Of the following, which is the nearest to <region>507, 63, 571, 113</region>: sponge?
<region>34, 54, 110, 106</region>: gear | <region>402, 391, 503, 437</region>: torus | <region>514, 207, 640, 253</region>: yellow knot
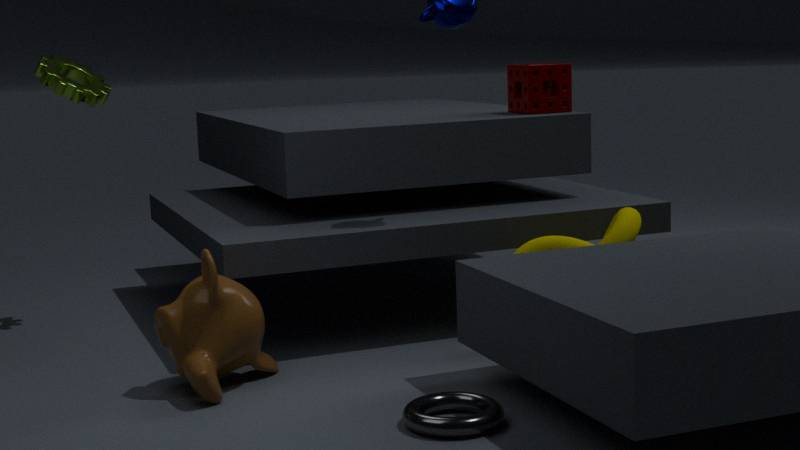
<region>514, 207, 640, 253</region>: yellow knot
